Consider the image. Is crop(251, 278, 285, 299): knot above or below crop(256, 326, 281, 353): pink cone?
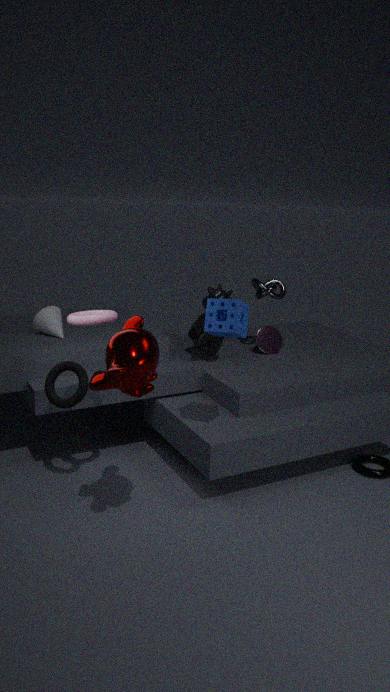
above
